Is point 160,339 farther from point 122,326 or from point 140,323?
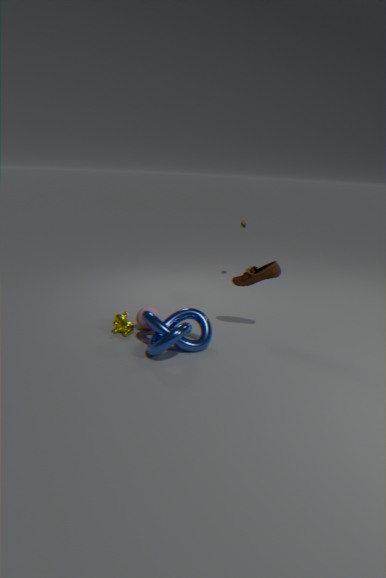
point 122,326
